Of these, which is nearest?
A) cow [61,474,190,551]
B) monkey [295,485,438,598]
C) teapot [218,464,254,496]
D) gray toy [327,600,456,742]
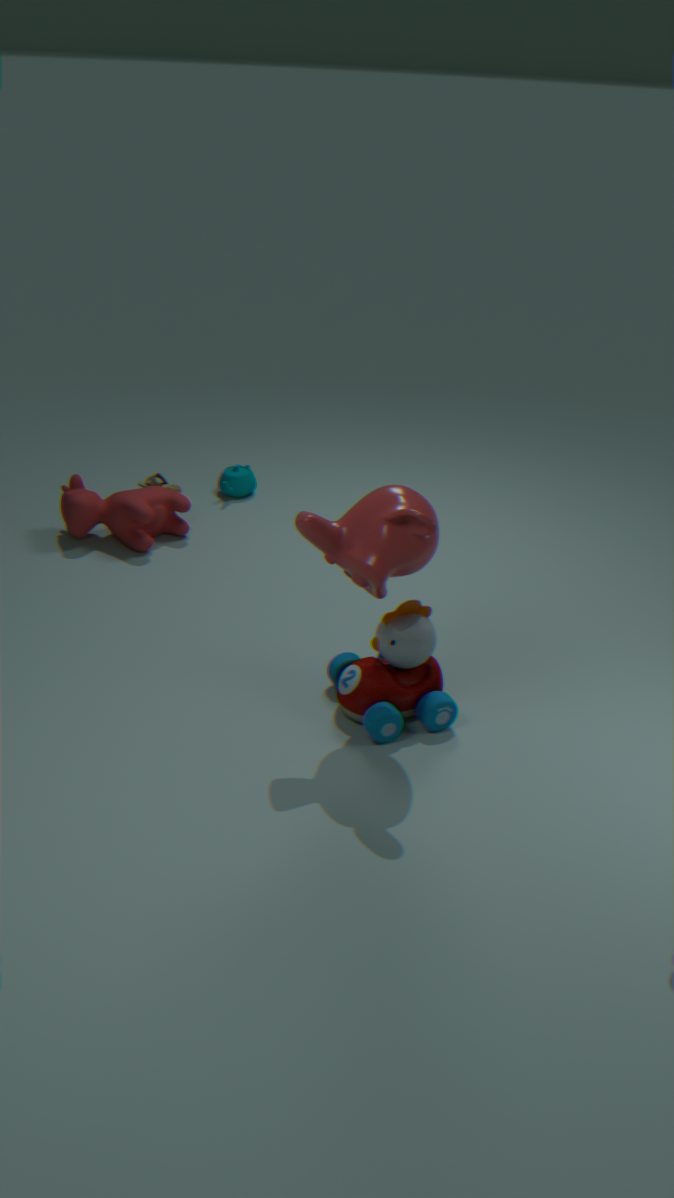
monkey [295,485,438,598]
